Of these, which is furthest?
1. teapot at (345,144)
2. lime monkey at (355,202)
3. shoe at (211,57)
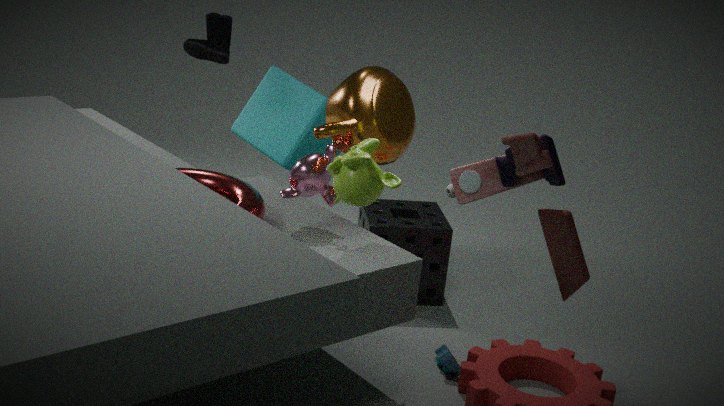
shoe at (211,57)
